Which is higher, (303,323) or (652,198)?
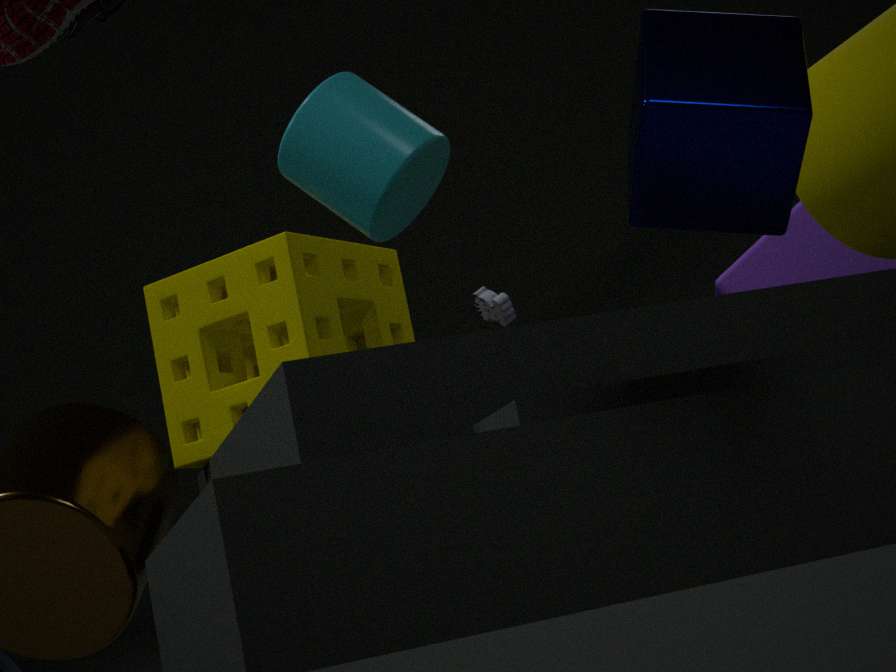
(303,323)
